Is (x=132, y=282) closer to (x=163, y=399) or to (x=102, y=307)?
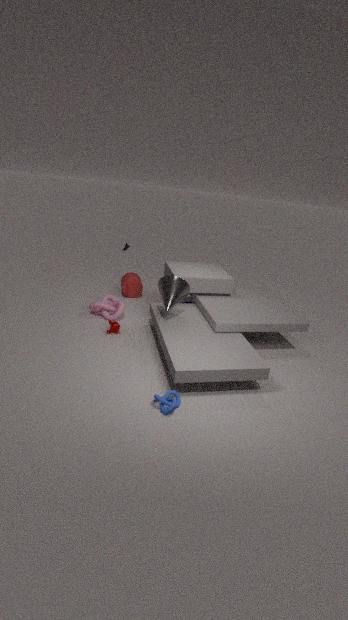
(x=102, y=307)
